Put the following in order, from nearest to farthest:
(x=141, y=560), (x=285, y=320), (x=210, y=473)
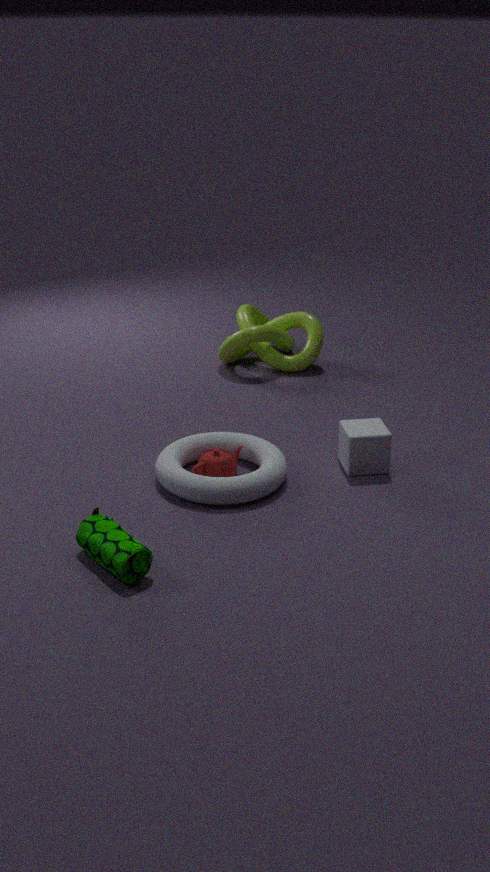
(x=141, y=560) → (x=210, y=473) → (x=285, y=320)
